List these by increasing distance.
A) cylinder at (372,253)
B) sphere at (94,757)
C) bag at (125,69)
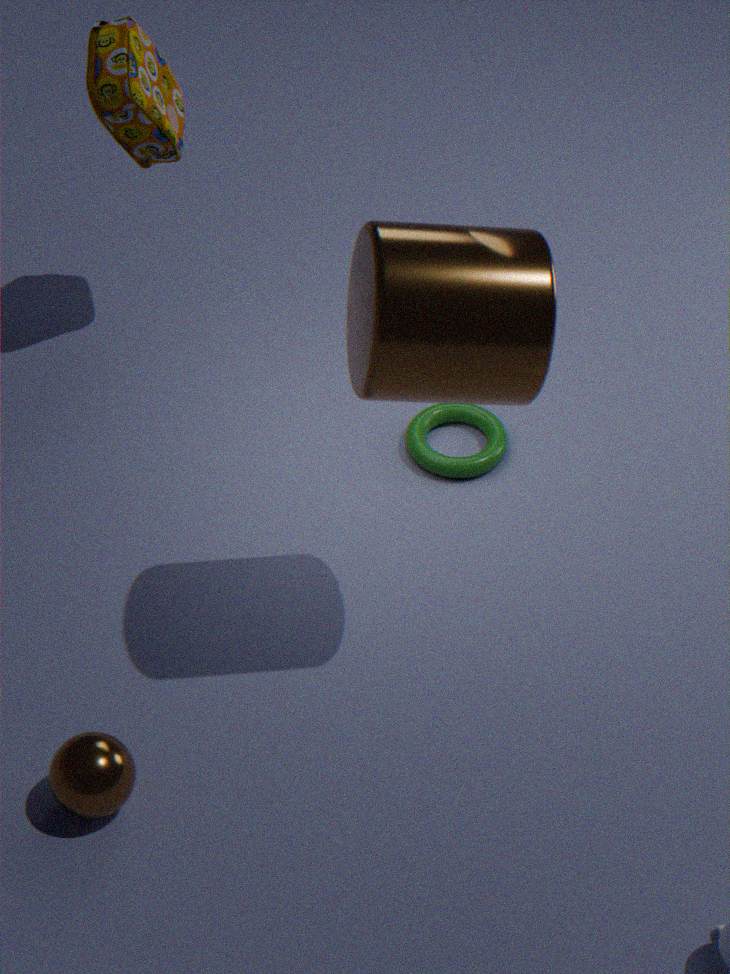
cylinder at (372,253) < sphere at (94,757) < bag at (125,69)
